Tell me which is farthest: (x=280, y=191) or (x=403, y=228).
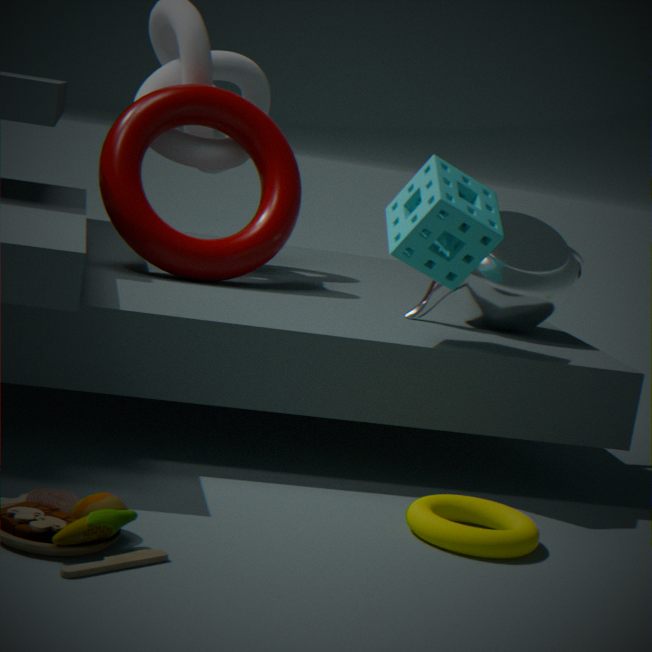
(x=280, y=191)
